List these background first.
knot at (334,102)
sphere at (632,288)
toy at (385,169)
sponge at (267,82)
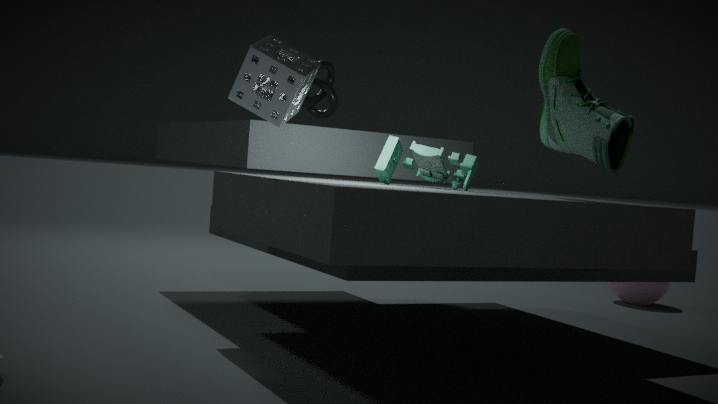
1. sphere at (632,288)
2. knot at (334,102)
3. toy at (385,169)
4. sponge at (267,82)
